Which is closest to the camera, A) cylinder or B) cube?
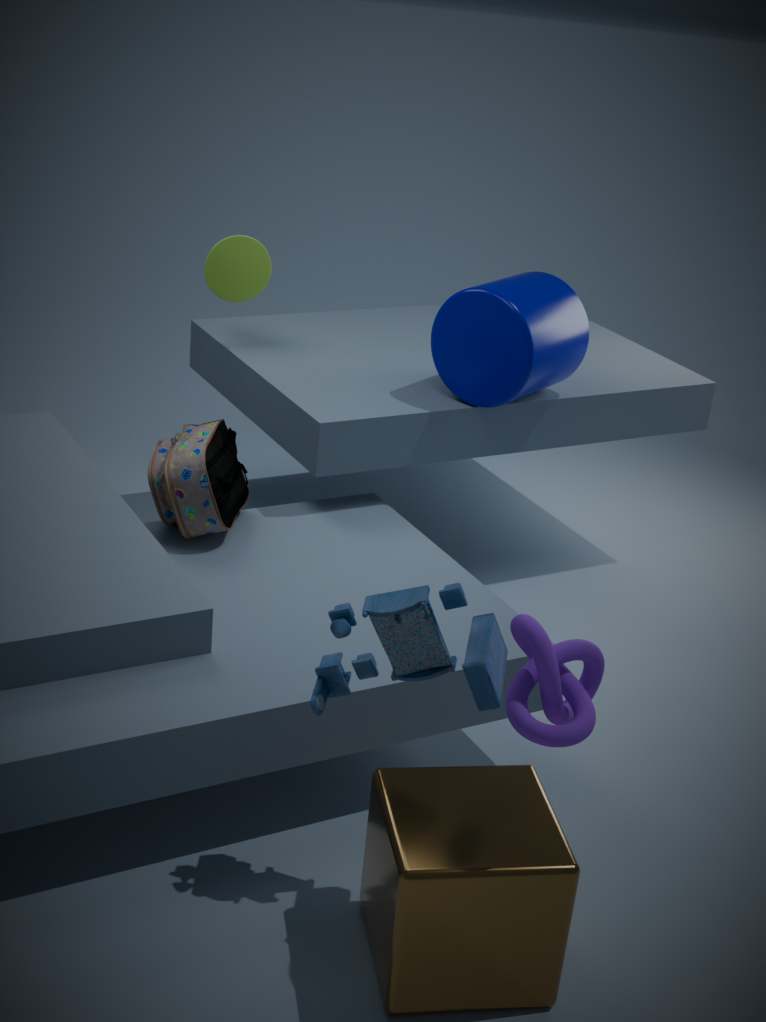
B. cube
